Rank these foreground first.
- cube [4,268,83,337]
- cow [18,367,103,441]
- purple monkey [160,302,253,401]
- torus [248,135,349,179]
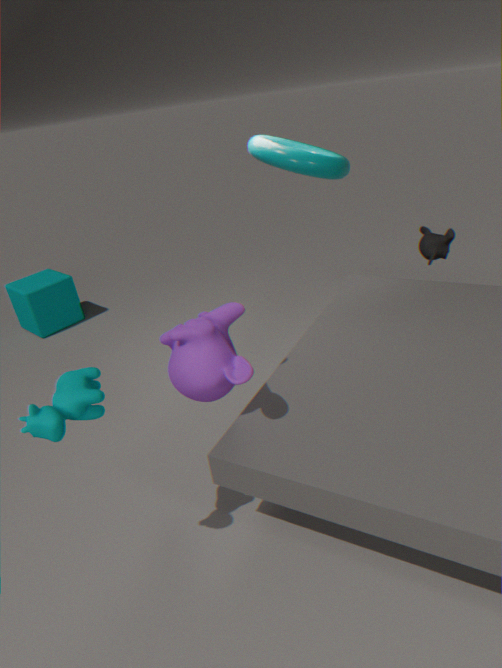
1. cow [18,367,103,441]
2. purple monkey [160,302,253,401]
3. torus [248,135,349,179]
4. cube [4,268,83,337]
